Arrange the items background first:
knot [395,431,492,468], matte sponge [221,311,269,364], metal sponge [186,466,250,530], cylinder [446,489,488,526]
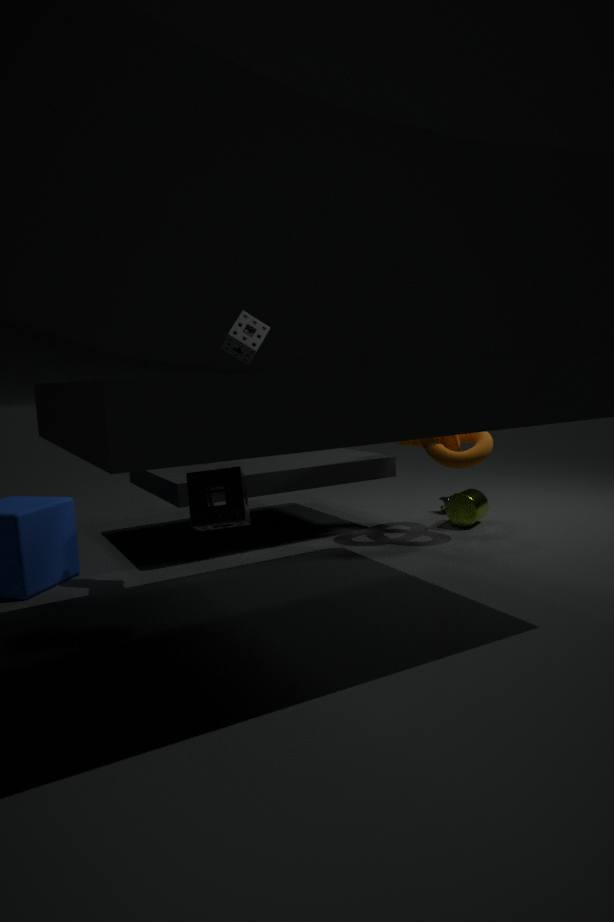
matte sponge [221,311,269,364], cylinder [446,489,488,526], knot [395,431,492,468], metal sponge [186,466,250,530]
